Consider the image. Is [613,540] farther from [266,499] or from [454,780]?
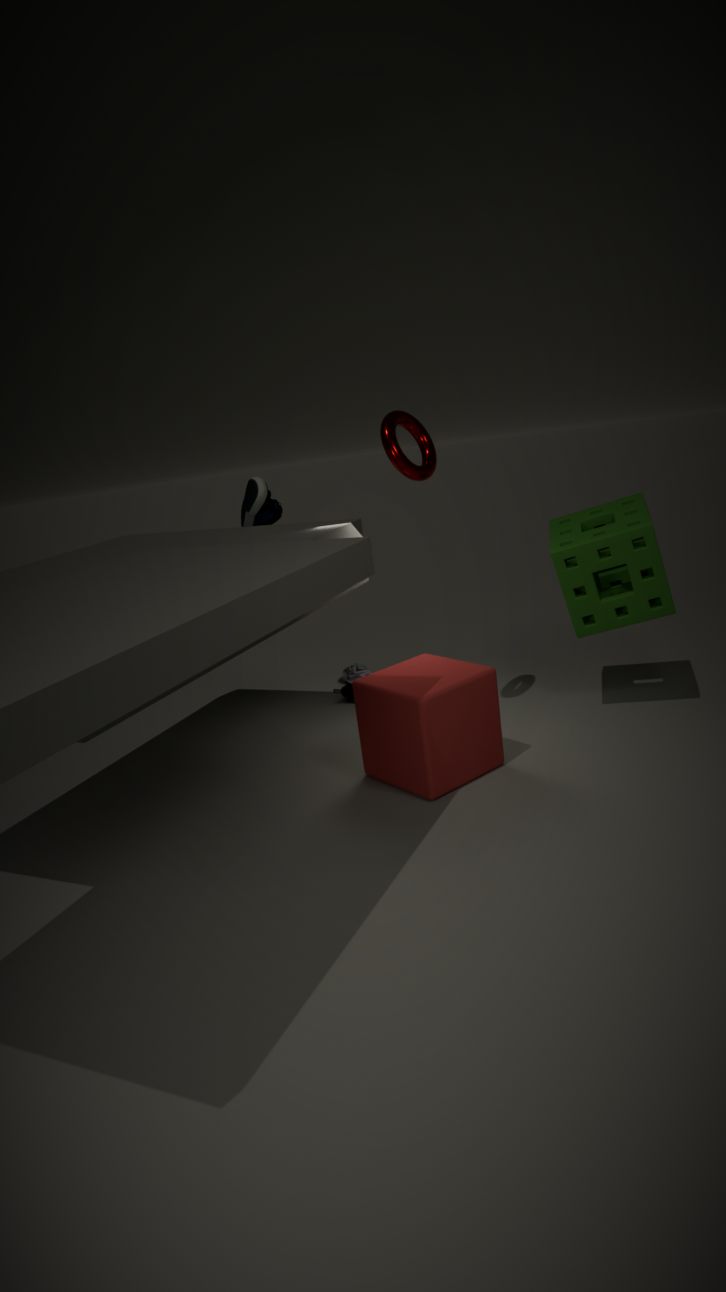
[266,499]
